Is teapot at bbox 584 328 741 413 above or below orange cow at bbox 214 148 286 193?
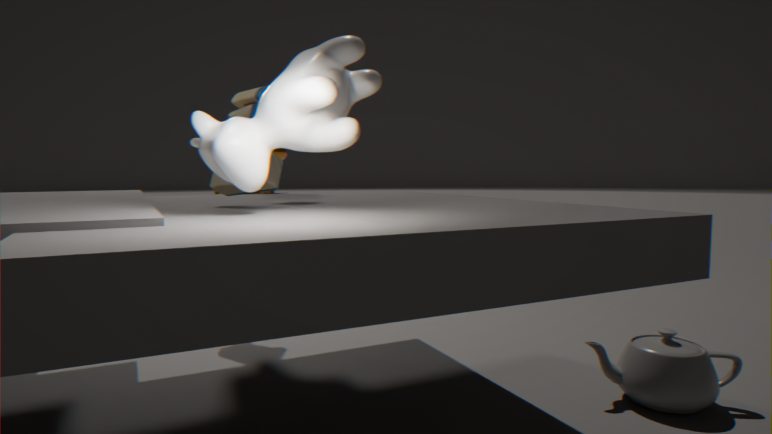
below
